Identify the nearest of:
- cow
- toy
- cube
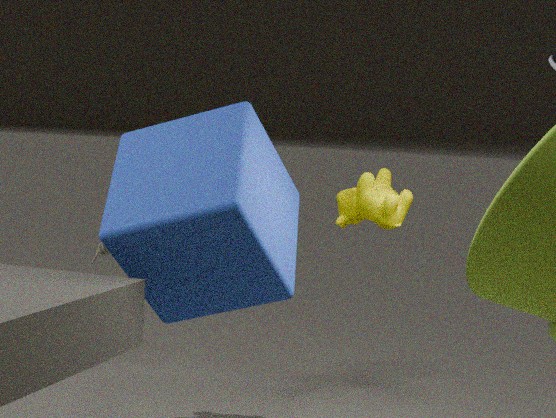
cube
